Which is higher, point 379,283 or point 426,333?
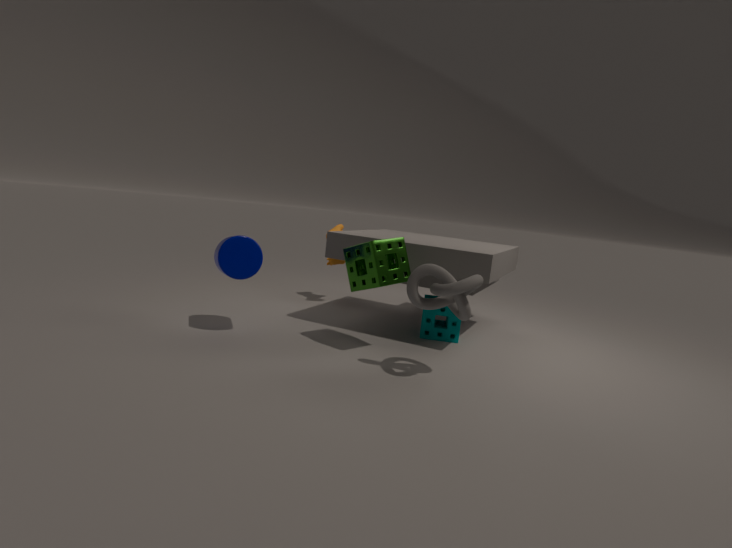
point 379,283
